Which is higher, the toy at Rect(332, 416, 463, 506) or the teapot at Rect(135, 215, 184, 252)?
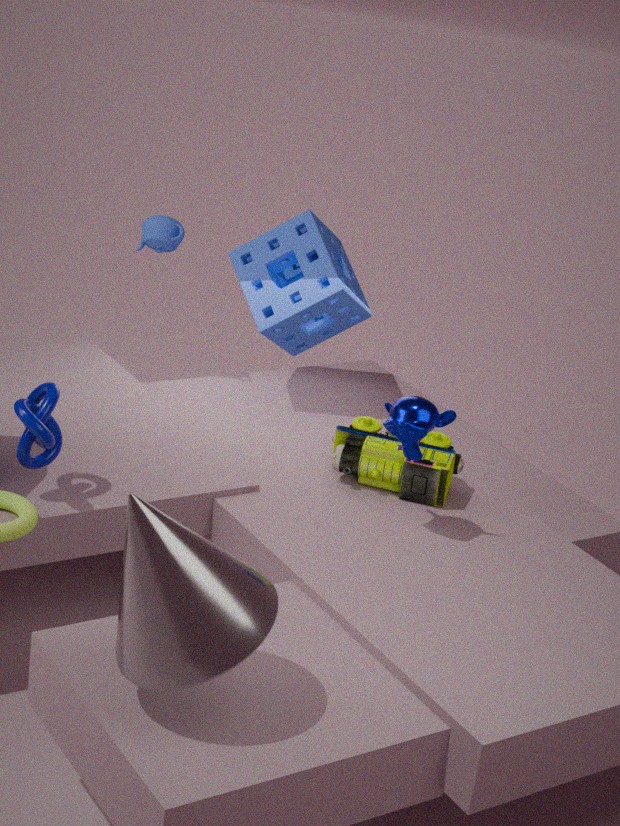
the teapot at Rect(135, 215, 184, 252)
